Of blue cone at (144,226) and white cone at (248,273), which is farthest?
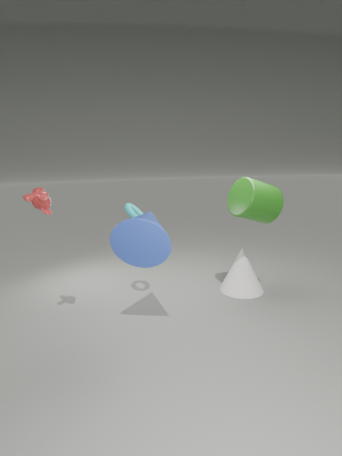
white cone at (248,273)
